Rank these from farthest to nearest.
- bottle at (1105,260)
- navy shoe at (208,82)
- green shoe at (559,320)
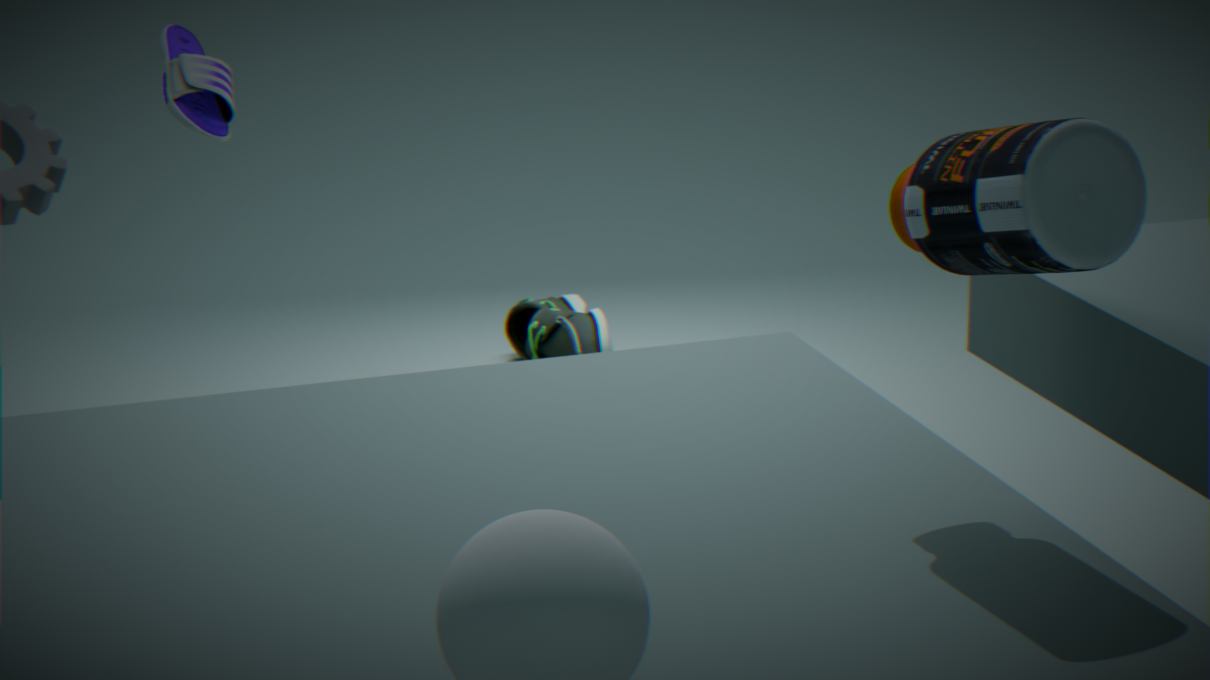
green shoe at (559,320)
navy shoe at (208,82)
bottle at (1105,260)
